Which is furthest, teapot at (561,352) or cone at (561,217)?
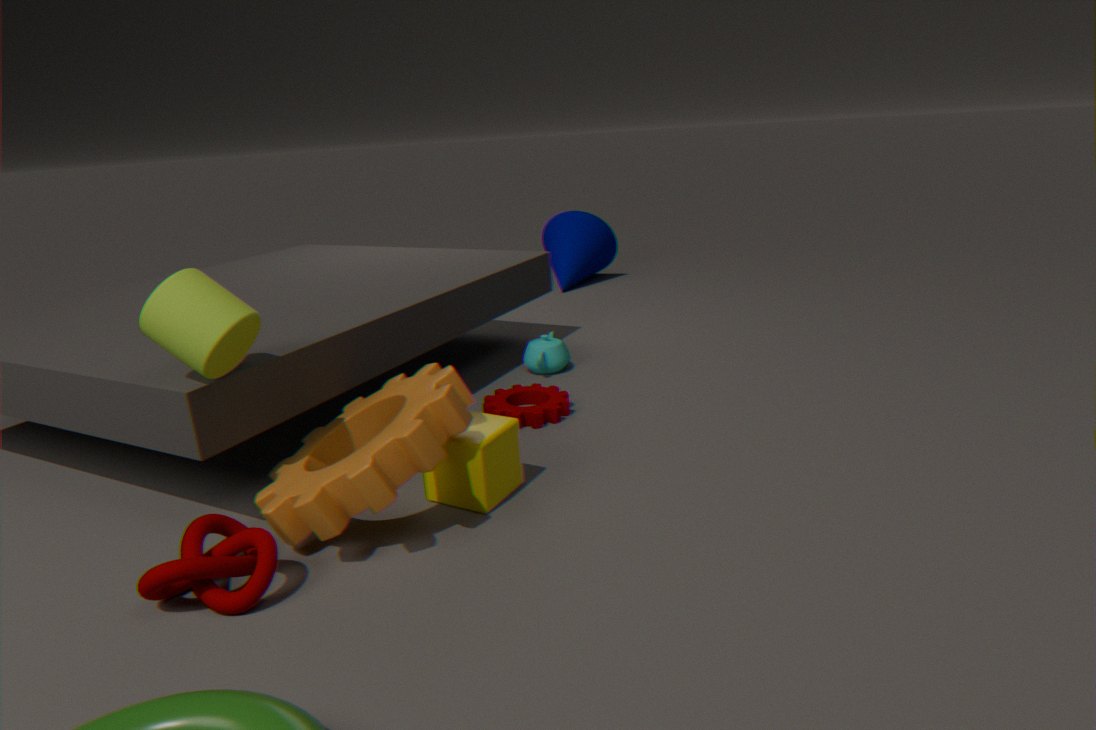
cone at (561,217)
